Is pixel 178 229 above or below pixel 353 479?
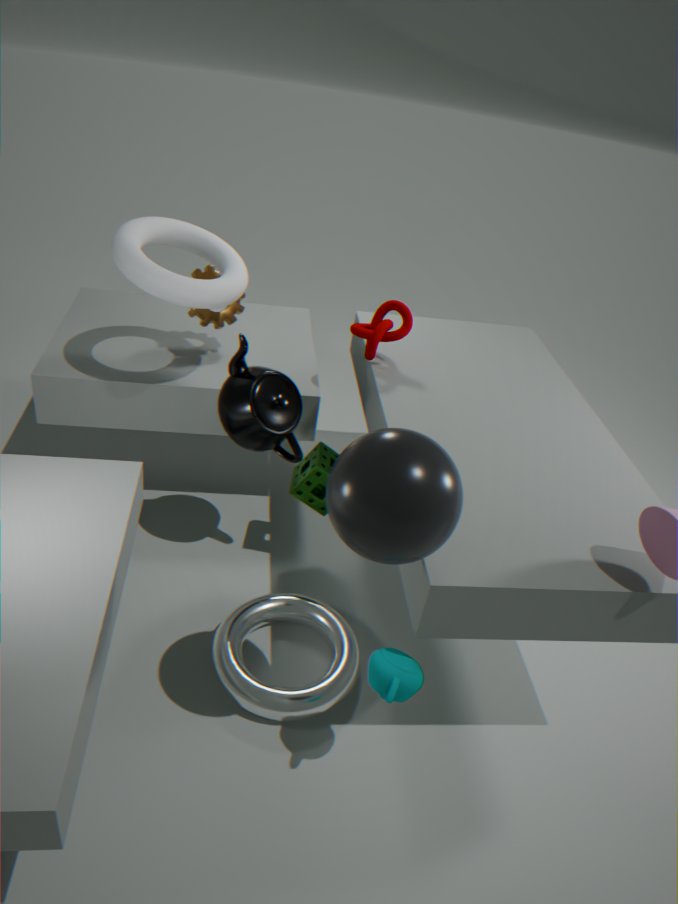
above
